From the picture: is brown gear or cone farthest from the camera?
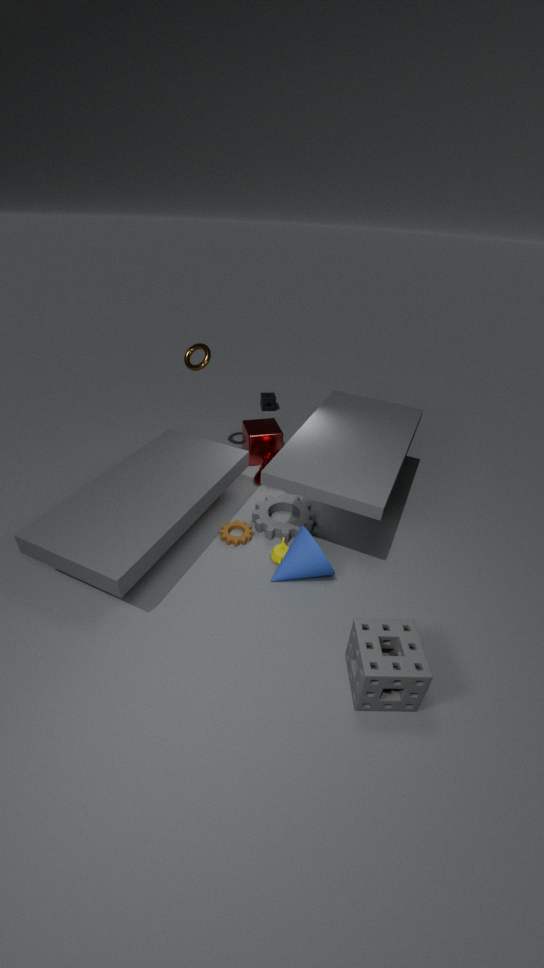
brown gear
